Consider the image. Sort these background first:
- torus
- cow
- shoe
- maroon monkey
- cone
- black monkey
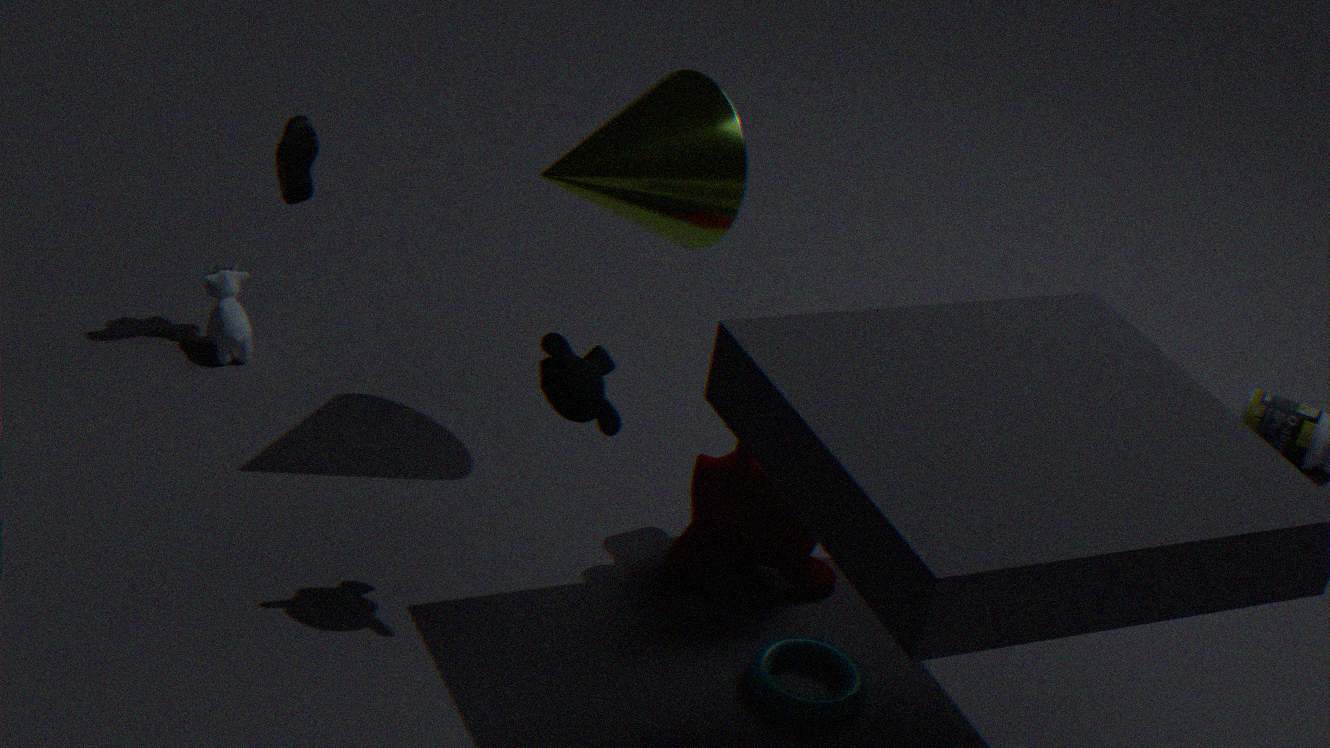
cow, shoe, maroon monkey, cone, torus, black monkey
